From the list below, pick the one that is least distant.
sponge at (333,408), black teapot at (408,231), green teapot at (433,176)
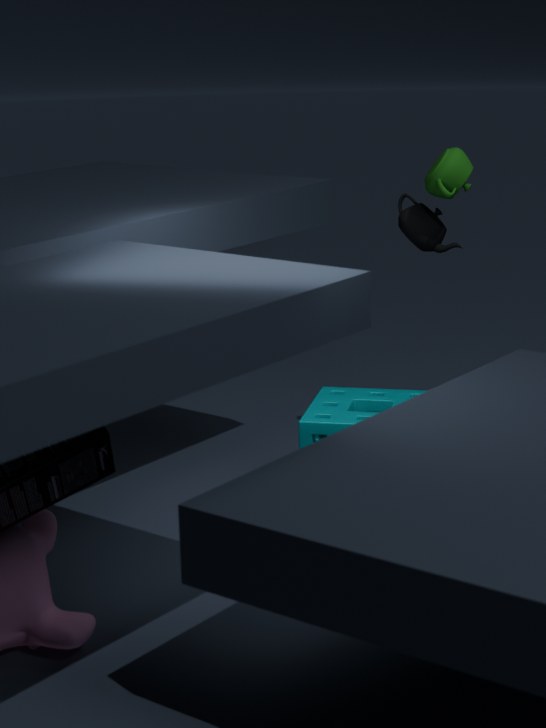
sponge at (333,408)
